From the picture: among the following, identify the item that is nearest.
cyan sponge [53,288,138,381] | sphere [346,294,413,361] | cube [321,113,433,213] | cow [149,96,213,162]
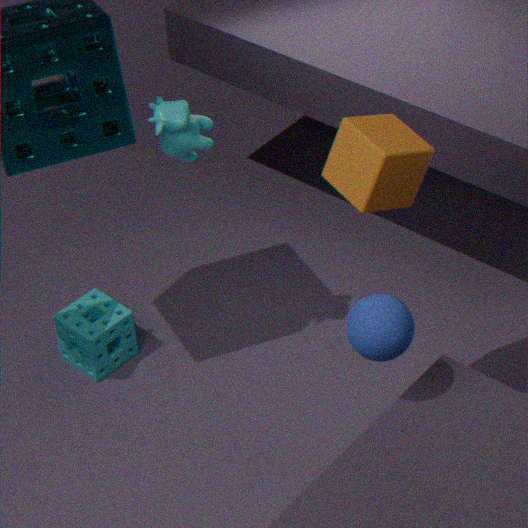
cube [321,113,433,213]
